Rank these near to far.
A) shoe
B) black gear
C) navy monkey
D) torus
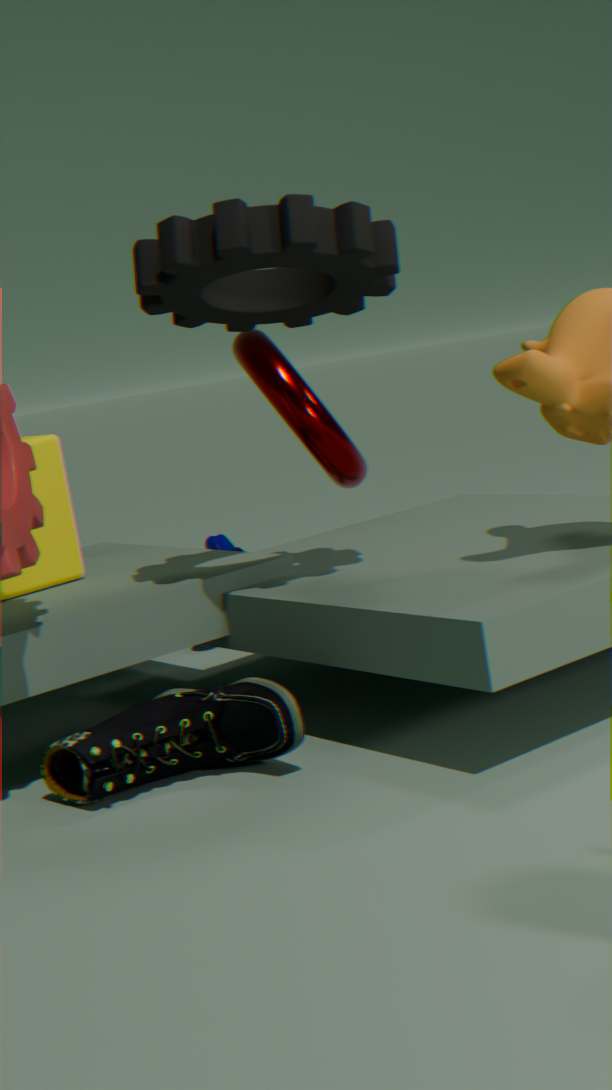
black gear
shoe
torus
navy monkey
